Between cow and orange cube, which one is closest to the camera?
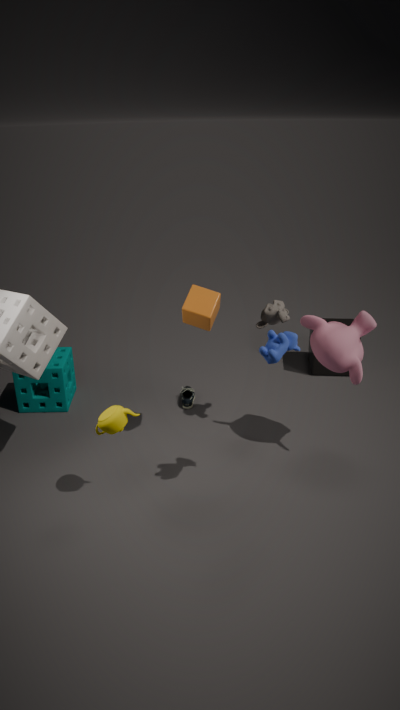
cow
